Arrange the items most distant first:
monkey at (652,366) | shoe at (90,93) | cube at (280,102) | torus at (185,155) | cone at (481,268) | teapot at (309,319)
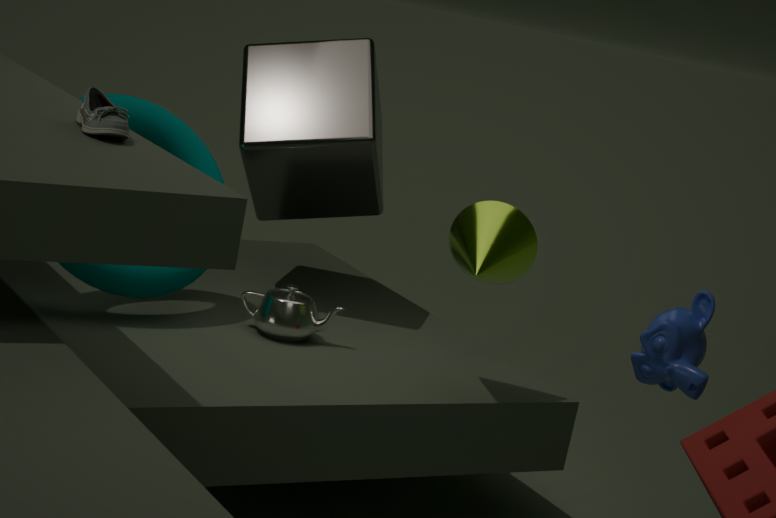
cube at (280,102) → teapot at (309,319) → torus at (185,155) → cone at (481,268) → monkey at (652,366) → shoe at (90,93)
